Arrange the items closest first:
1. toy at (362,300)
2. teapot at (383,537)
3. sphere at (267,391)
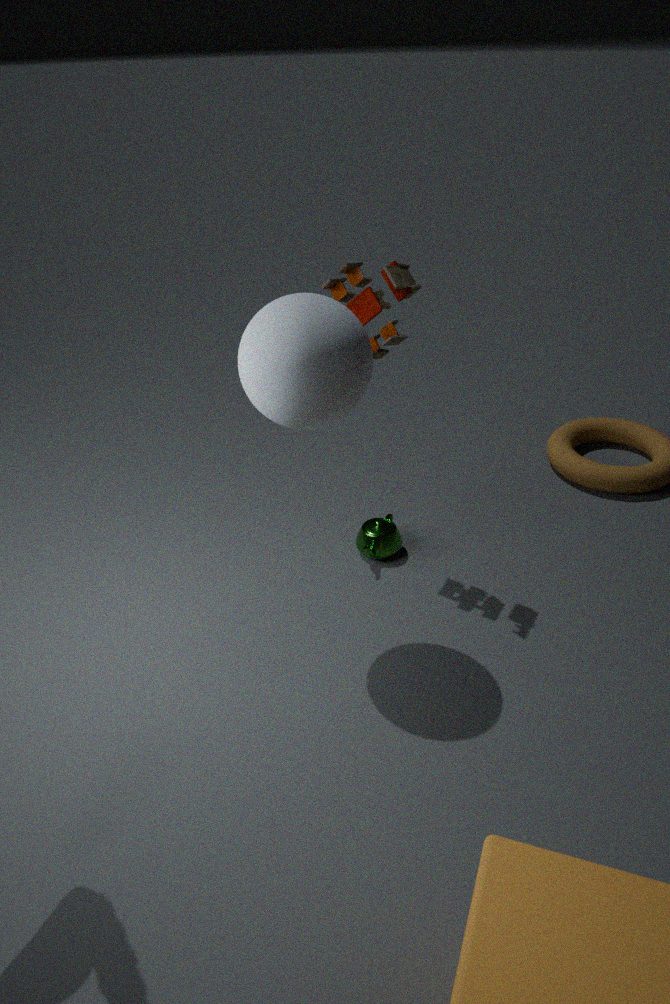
sphere at (267,391), toy at (362,300), teapot at (383,537)
